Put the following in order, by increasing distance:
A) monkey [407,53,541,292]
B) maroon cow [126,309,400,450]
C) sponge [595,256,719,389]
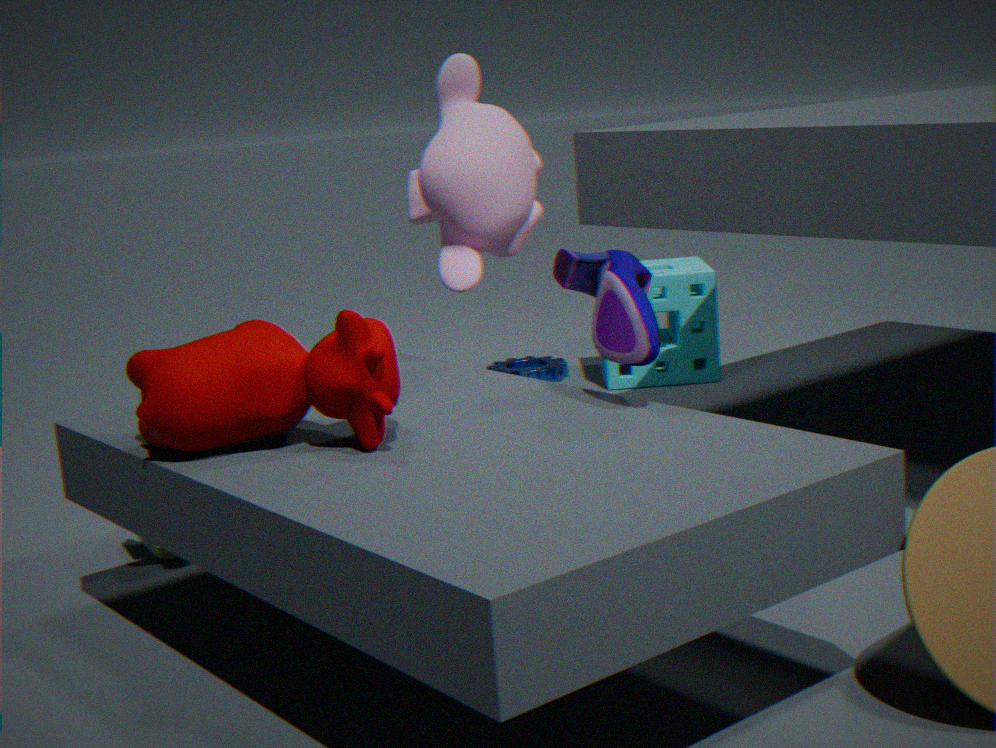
maroon cow [126,309,400,450], monkey [407,53,541,292], sponge [595,256,719,389]
